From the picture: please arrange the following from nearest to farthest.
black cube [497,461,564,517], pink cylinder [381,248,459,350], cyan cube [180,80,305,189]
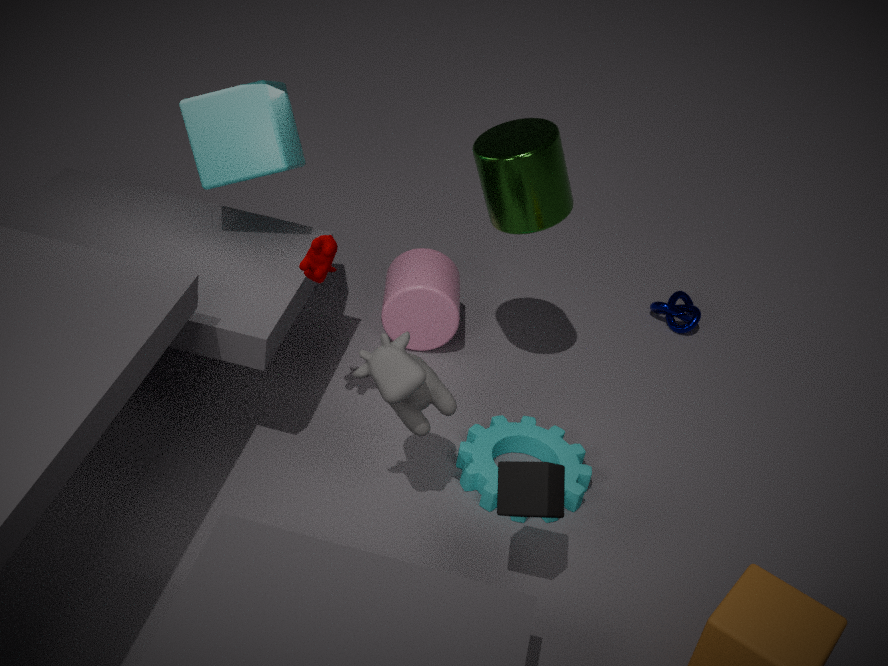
1. black cube [497,461,564,517]
2. cyan cube [180,80,305,189]
3. pink cylinder [381,248,459,350]
